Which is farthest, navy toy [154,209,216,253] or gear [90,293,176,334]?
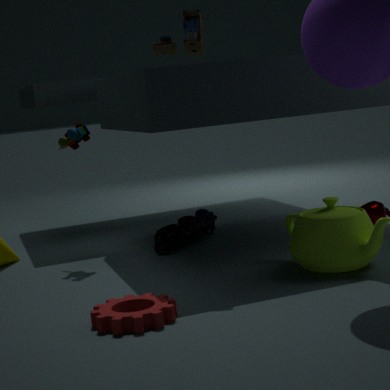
navy toy [154,209,216,253]
